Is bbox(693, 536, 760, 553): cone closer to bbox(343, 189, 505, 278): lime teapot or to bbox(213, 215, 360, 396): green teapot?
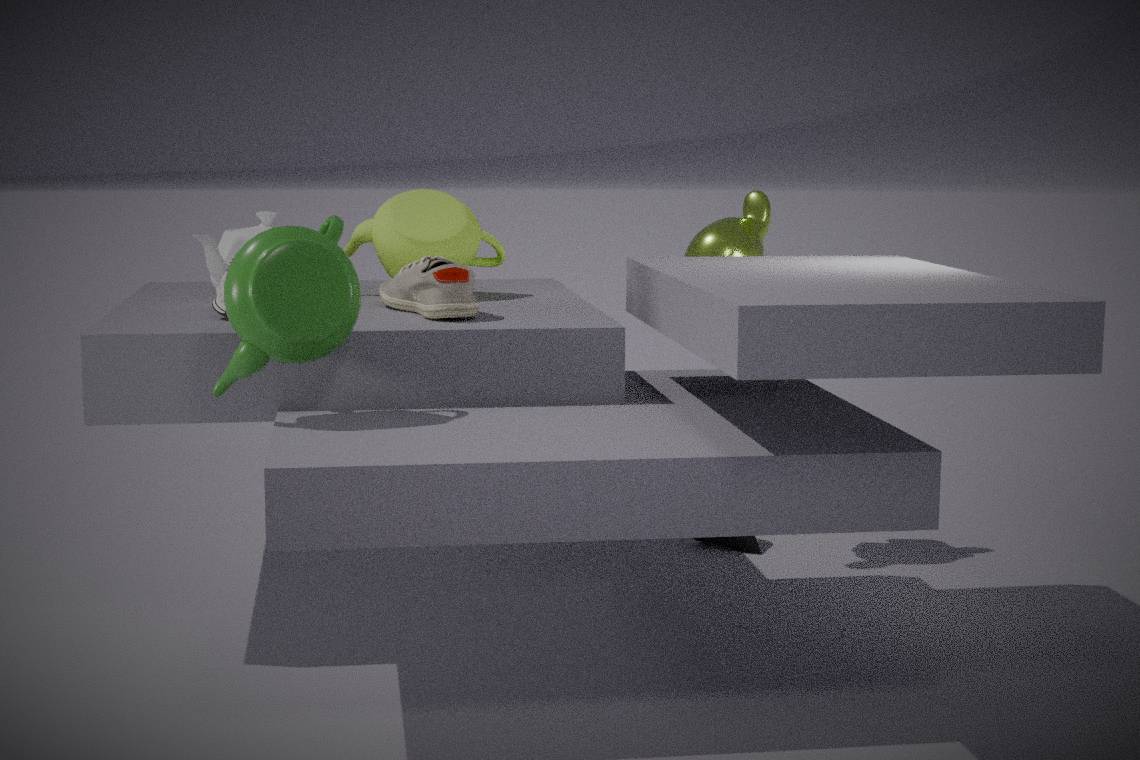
bbox(343, 189, 505, 278): lime teapot
